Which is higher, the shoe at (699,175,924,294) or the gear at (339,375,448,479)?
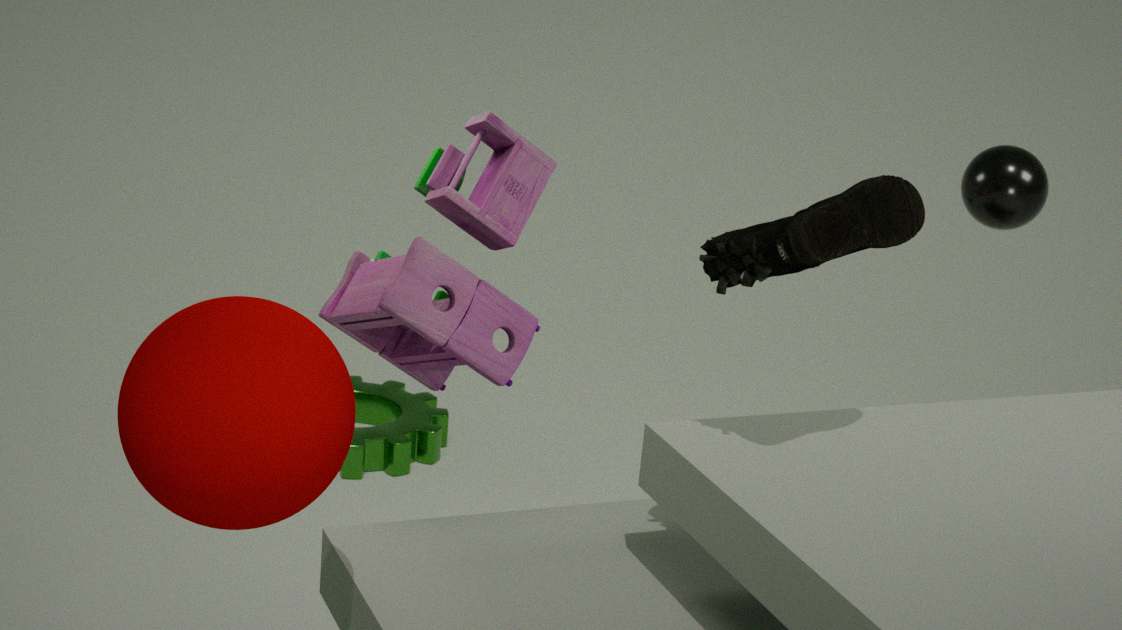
the shoe at (699,175,924,294)
